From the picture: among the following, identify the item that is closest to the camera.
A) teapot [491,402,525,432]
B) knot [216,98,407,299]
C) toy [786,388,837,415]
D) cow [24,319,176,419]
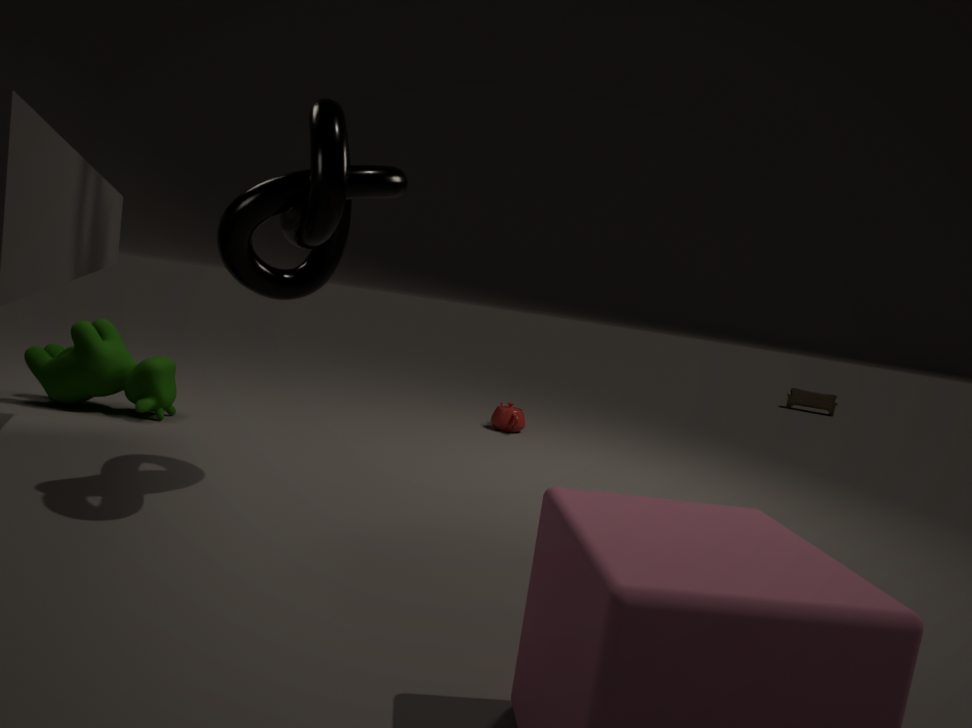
B. knot [216,98,407,299]
